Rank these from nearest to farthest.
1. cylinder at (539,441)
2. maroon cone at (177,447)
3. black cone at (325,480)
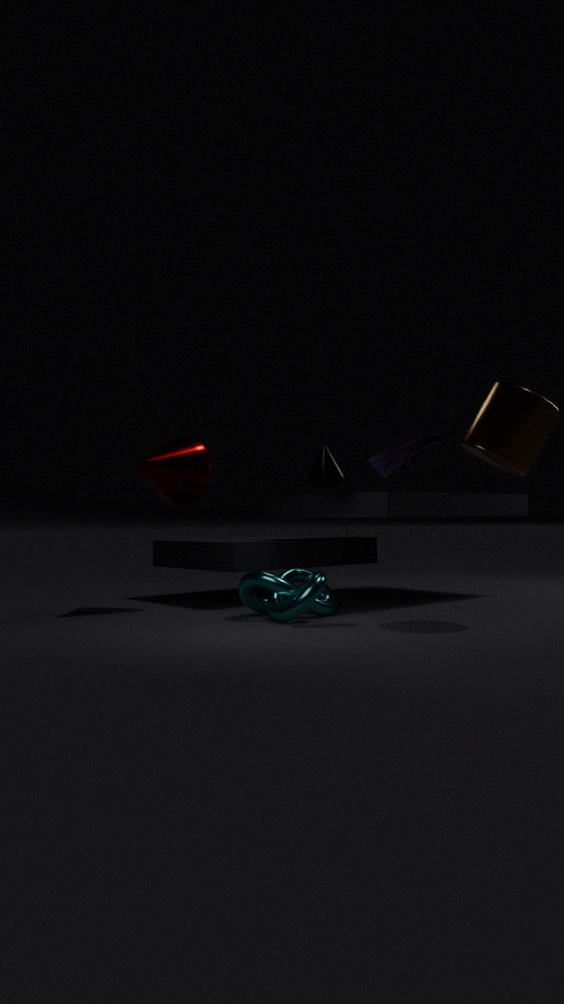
1. cylinder at (539,441)
2. black cone at (325,480)
3. maroon cone at (177,447)
